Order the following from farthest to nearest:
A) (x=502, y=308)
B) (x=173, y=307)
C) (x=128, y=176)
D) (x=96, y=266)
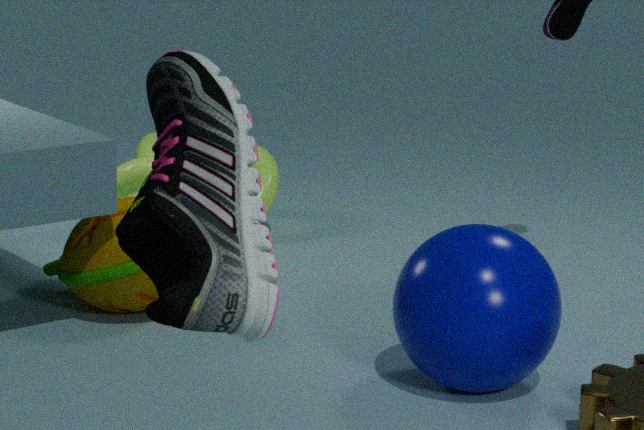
(x=128, y=176) < (x=96, y=266) < (x=502, y=308) < (x=173, y=307)
